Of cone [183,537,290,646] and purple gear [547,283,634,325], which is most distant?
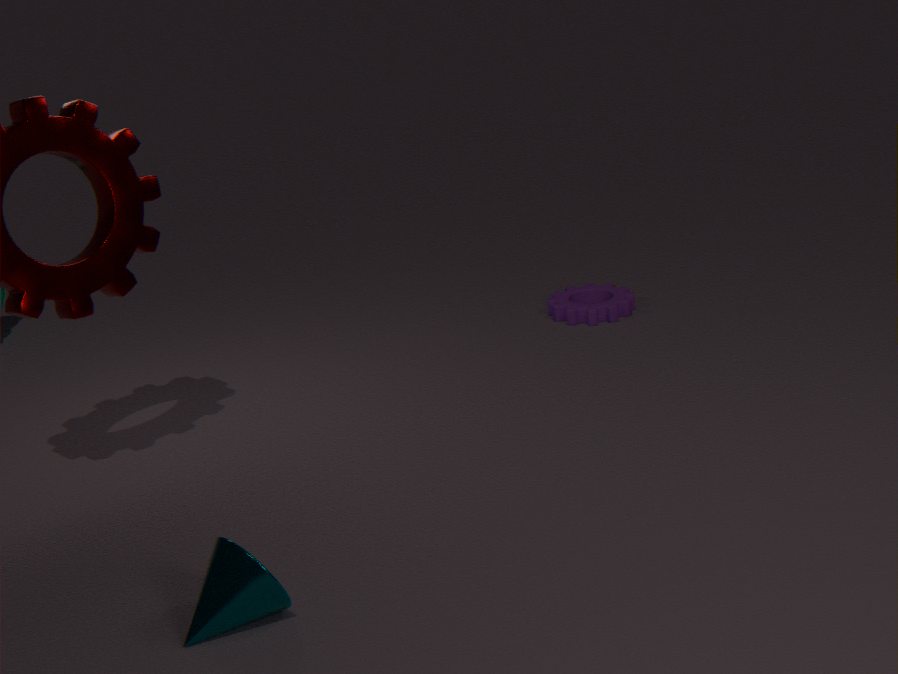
purple gear [547,283,634,325]
